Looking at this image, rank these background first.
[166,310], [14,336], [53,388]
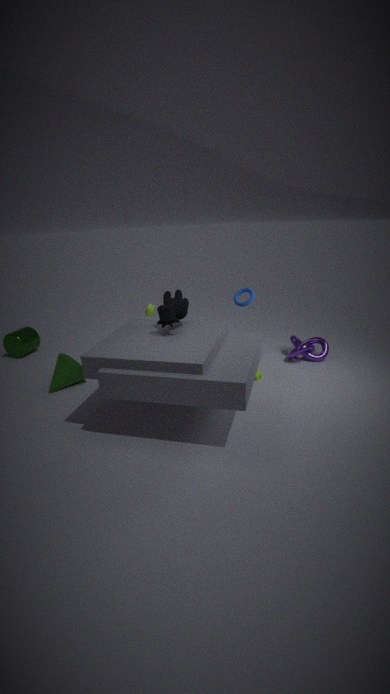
1. [14,336]
2. [53,388]
3. [166,310]
